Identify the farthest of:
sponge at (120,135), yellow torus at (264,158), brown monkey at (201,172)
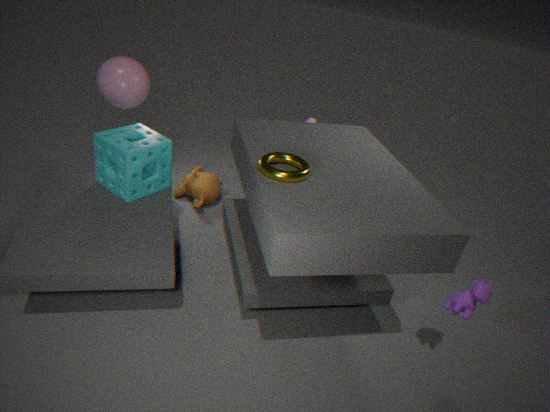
brown monkey at (201,172)
